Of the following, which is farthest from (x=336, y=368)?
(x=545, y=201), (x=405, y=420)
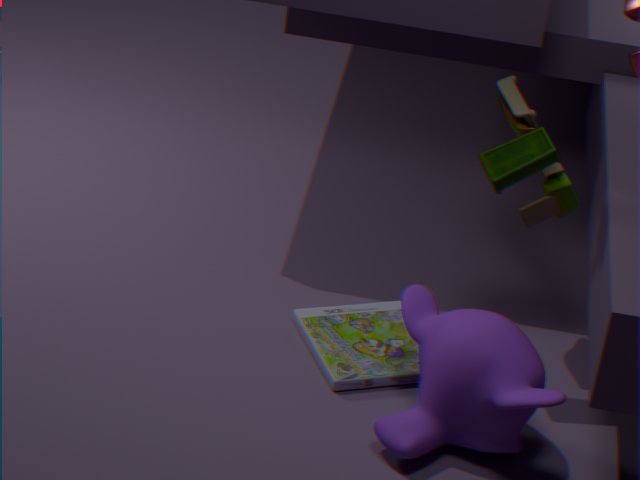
(x=545, y=201)
